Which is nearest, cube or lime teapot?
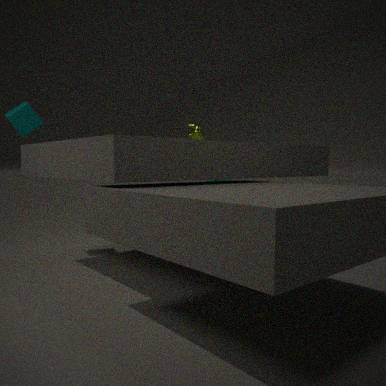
cube
